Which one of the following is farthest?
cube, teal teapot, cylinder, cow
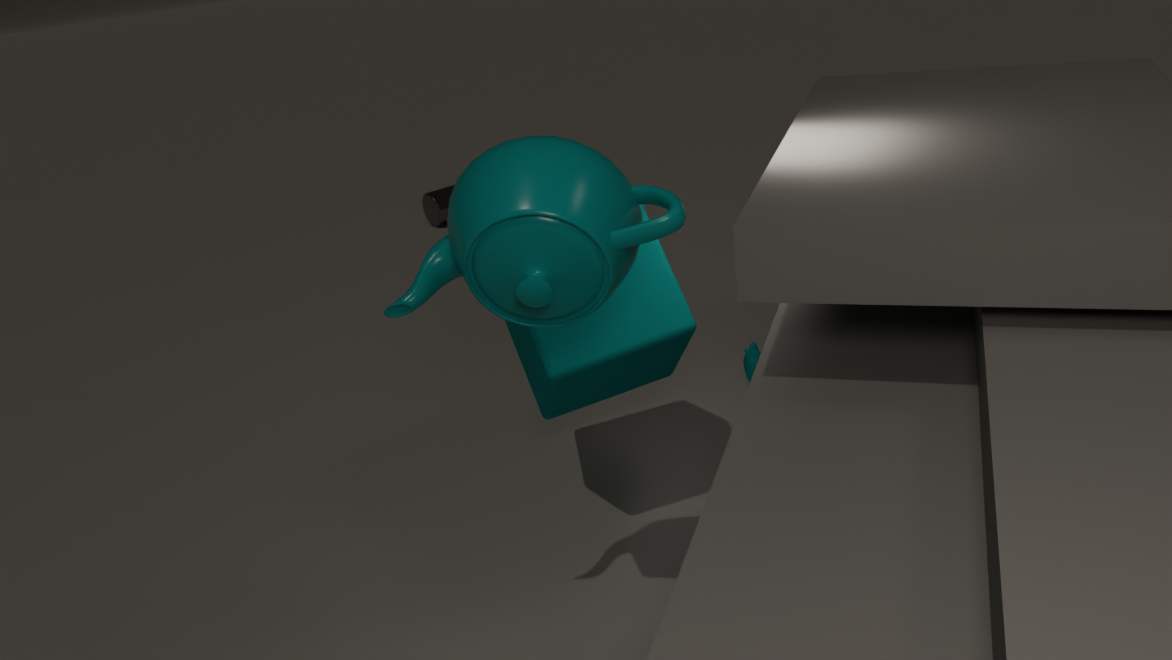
cylinder
